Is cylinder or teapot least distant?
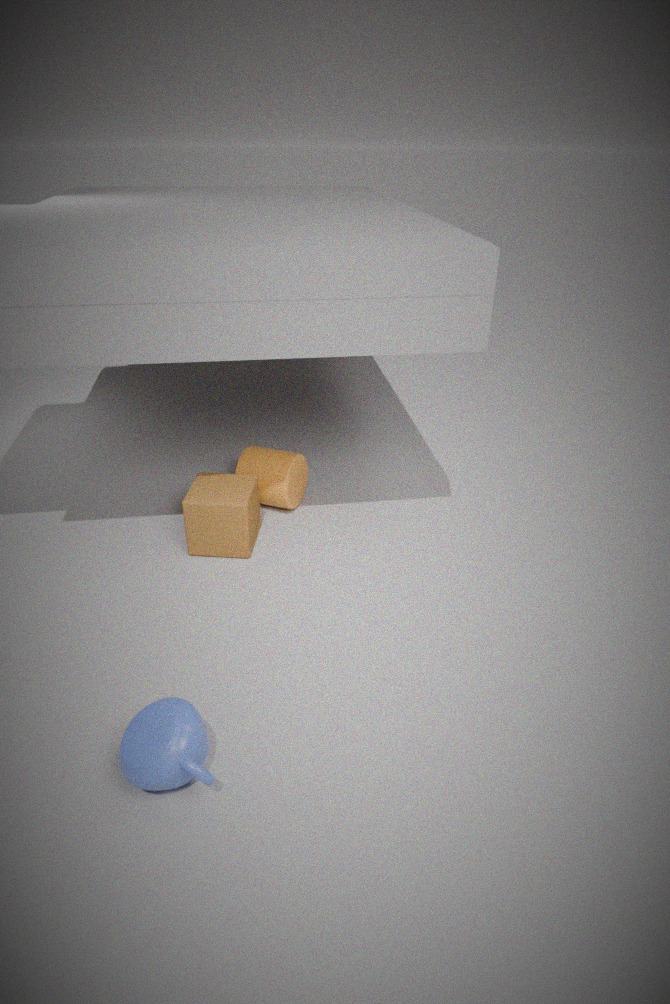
teapot
